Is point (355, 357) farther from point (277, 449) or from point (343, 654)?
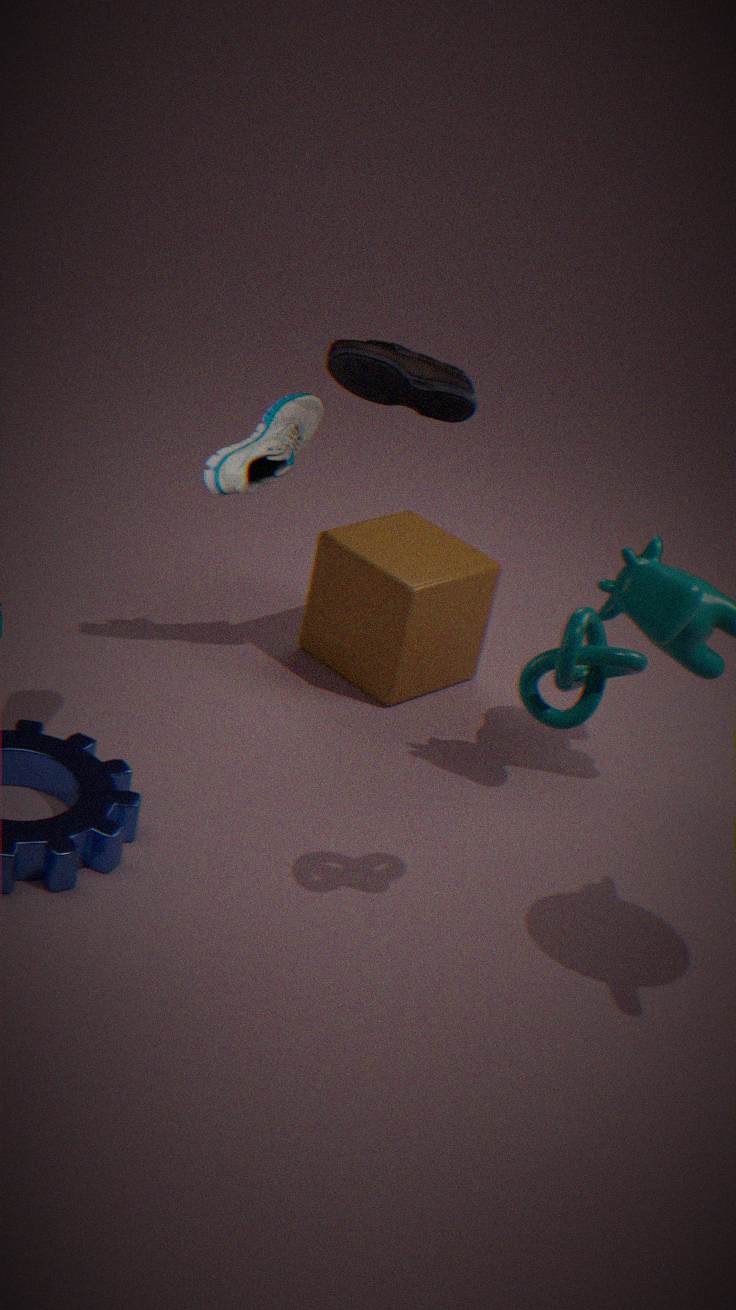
point (343, 654)
